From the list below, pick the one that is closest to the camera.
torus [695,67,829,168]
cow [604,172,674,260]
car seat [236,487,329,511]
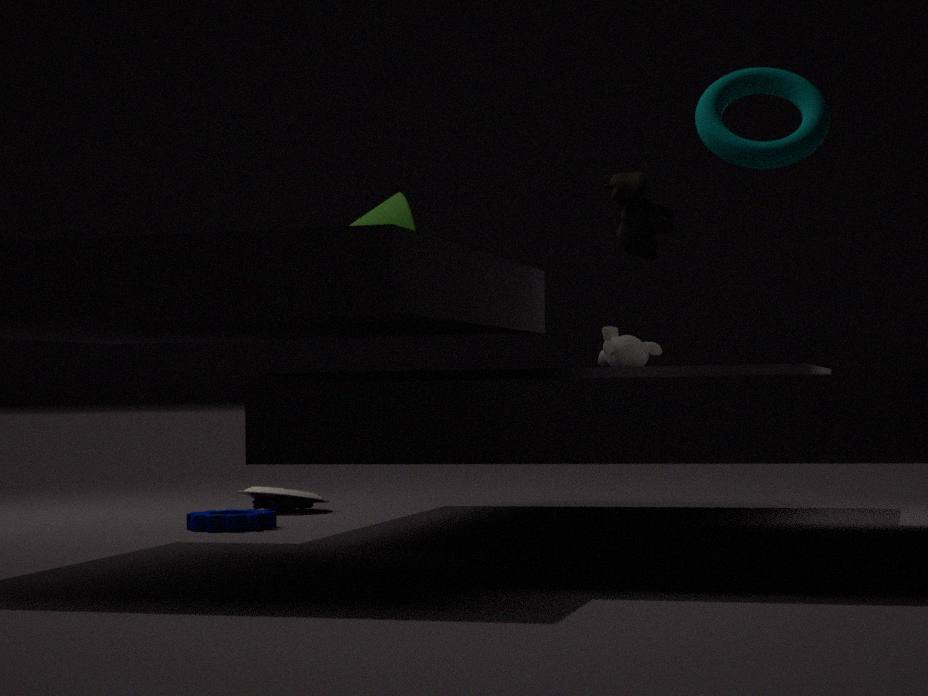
torus [695,67,829,168]
